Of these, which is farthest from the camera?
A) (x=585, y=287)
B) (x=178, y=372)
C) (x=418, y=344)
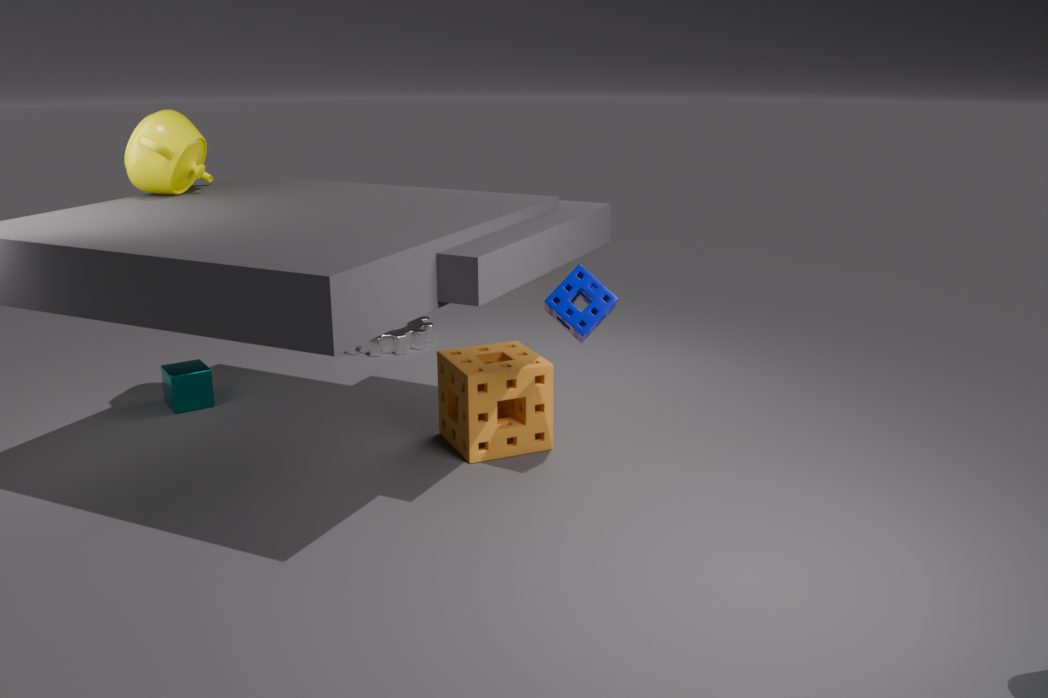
(x=418, y=344)
